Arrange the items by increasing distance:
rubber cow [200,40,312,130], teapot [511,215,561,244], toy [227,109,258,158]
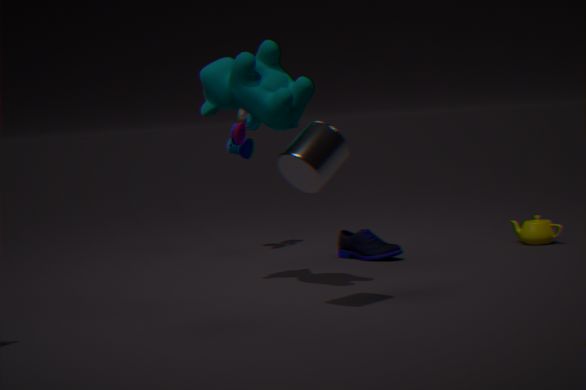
rubber cow [200,40,312,130] < teapot [511,215,561,244] < toy [227,109,258,158]
